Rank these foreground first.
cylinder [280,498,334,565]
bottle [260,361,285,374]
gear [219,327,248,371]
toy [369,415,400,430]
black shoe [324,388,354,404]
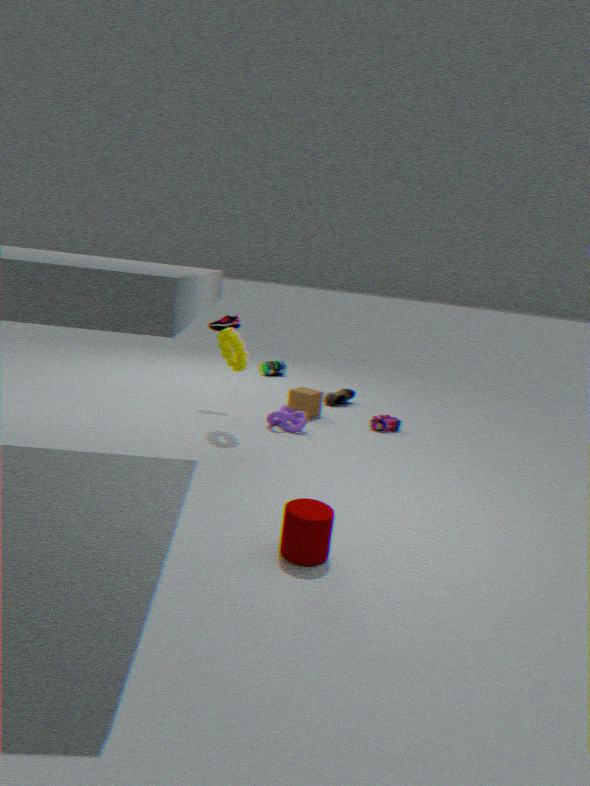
1. cylinder [280,498,334,565]
2. gear [219,327,248,371]
3. toy [369,415,400,430]
4. black shoe [324,388,354,404]
5. bottle [260,361,285,374]
